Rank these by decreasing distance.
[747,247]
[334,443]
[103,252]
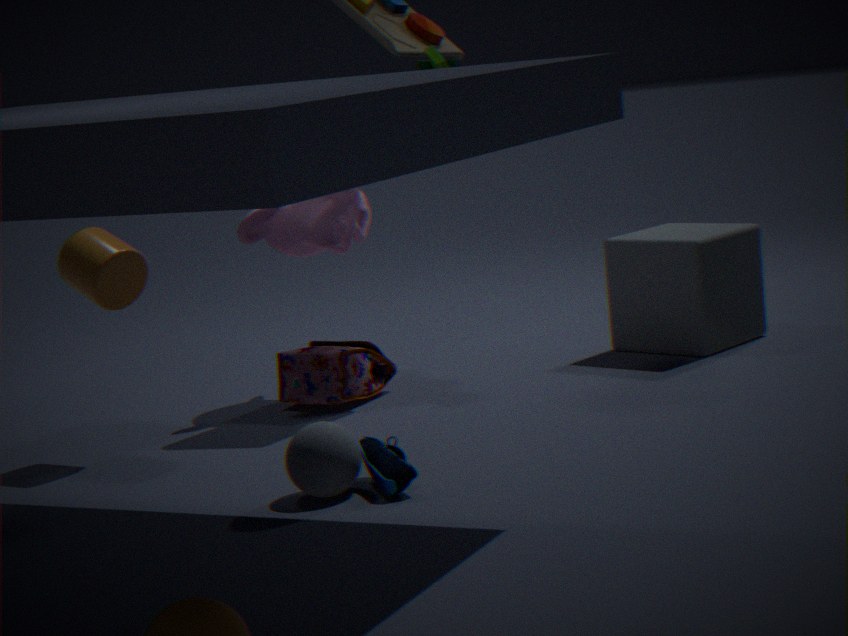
[747,247]
[103,252]
[334,443]
